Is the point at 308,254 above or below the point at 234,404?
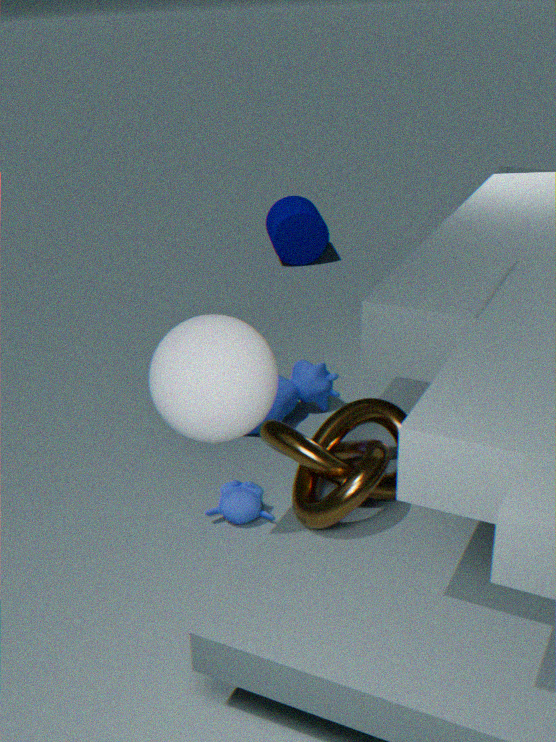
below
